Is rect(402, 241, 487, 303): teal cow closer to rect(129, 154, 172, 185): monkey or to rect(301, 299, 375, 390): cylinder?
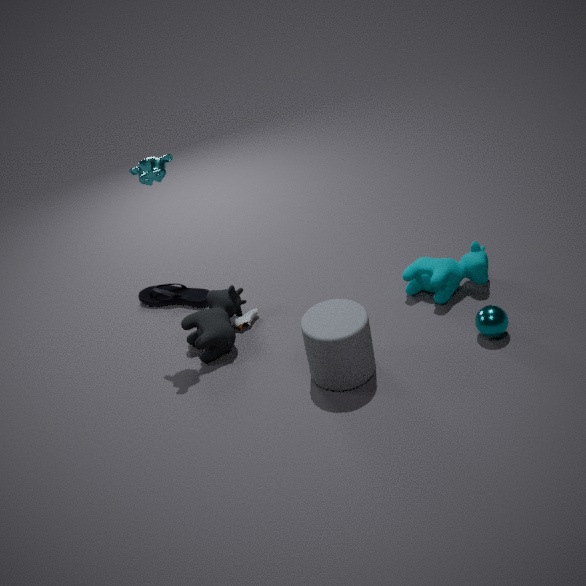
rect(301, 299, 375, 390): cylinder
